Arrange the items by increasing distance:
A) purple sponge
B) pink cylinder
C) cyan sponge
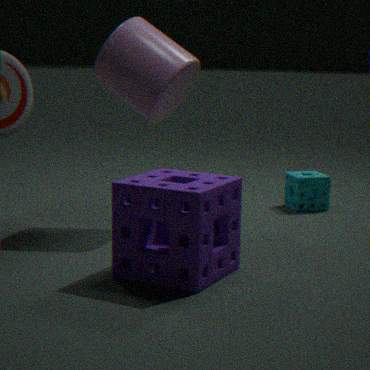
purple sponge < pink cylinder < cyan sponge
